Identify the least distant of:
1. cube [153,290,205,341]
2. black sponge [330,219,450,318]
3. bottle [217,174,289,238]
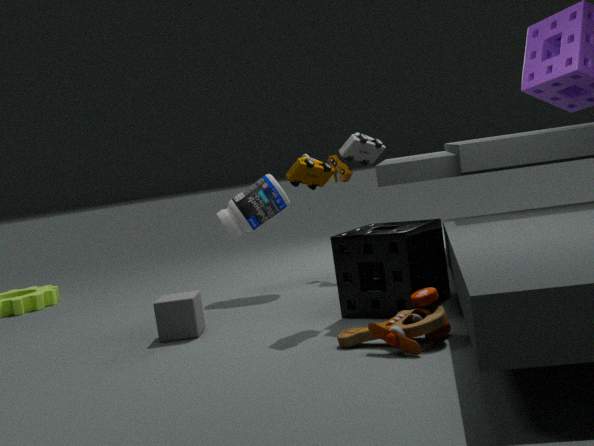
black sponge [330,219,450,318]
